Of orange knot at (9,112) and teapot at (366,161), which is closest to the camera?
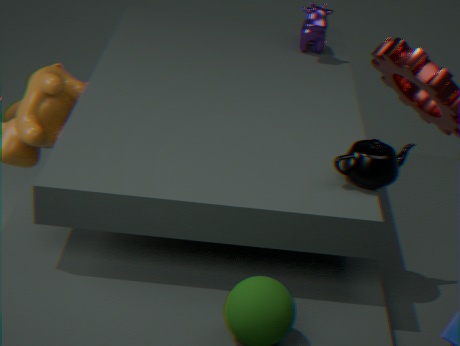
teapot at (366,161)
